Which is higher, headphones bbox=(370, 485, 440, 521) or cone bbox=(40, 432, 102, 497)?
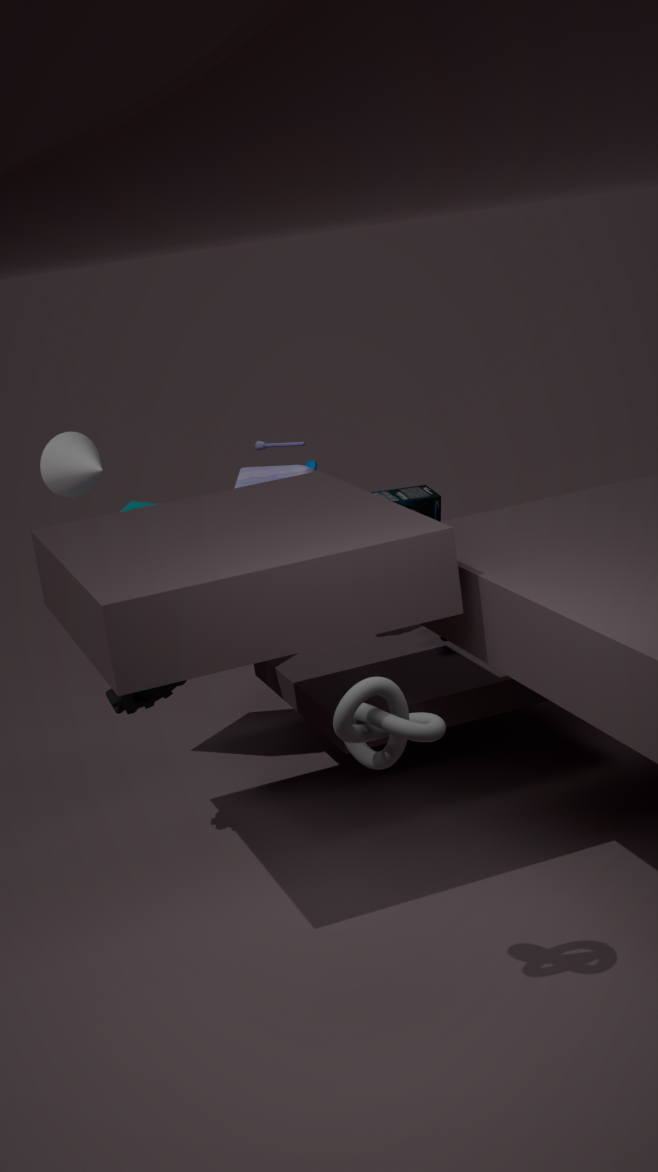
cone bbox=(40, 432, 102, 497)
